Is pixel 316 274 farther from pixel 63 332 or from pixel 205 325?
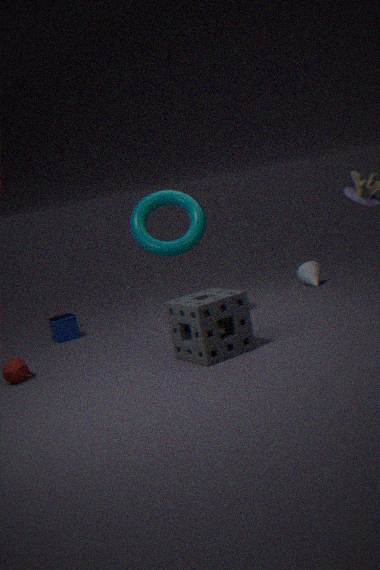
pixel 63 332
